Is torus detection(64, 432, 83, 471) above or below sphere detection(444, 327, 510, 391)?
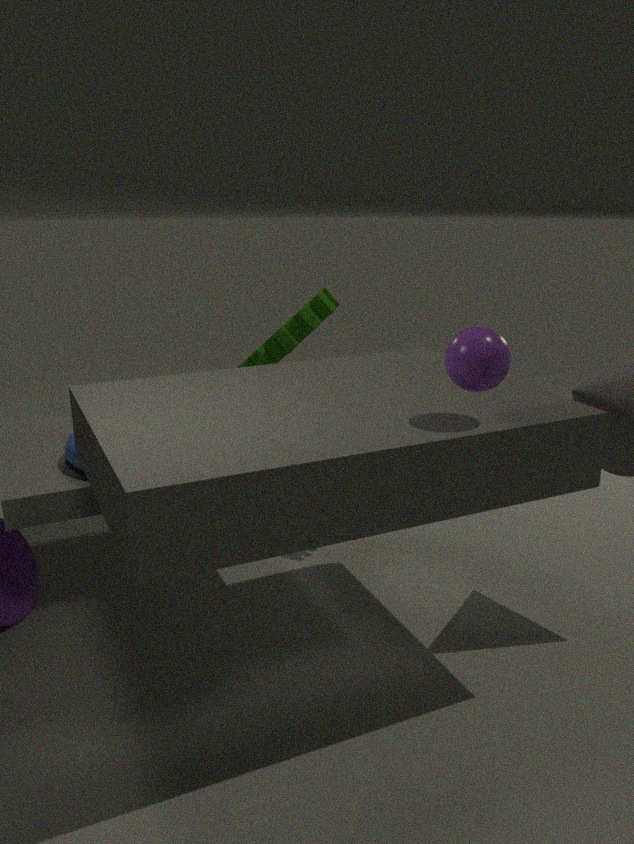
below
